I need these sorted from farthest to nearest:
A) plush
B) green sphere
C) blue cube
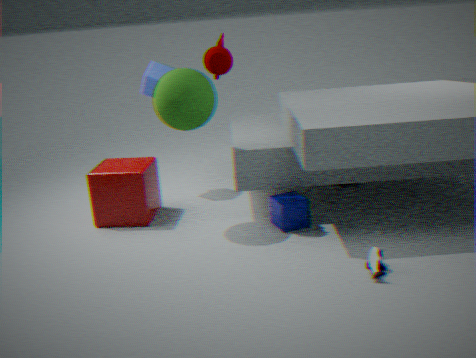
blue cube < green sphere < plush
